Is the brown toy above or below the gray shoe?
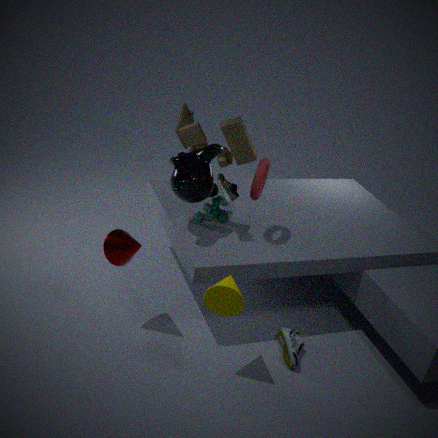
above
